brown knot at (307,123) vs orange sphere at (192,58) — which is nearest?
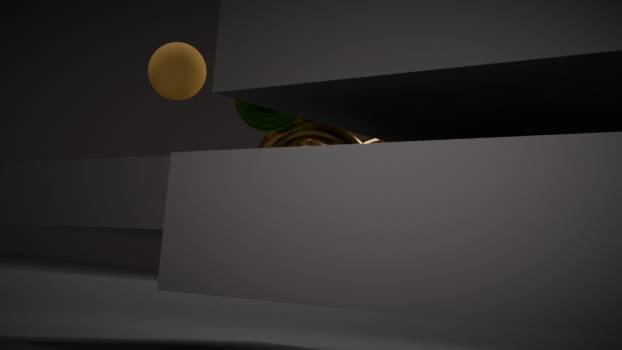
orange sphere at (192,58)
